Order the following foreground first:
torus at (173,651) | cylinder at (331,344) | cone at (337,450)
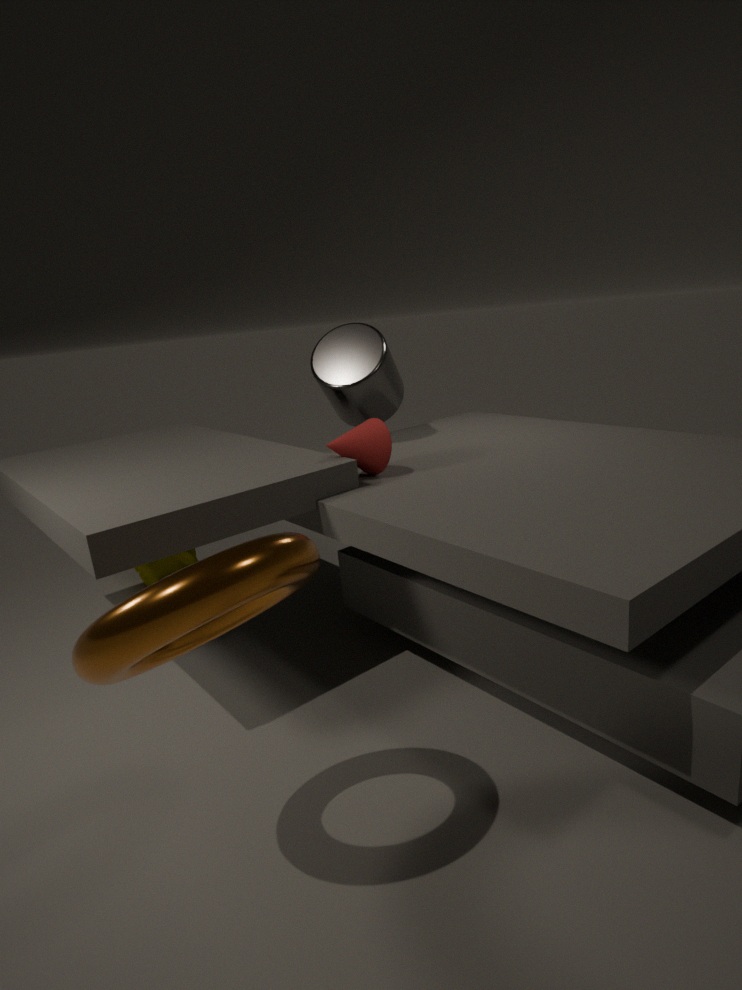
torus at (173,651)
cone at (337,450)
cylinder at (331,344)
